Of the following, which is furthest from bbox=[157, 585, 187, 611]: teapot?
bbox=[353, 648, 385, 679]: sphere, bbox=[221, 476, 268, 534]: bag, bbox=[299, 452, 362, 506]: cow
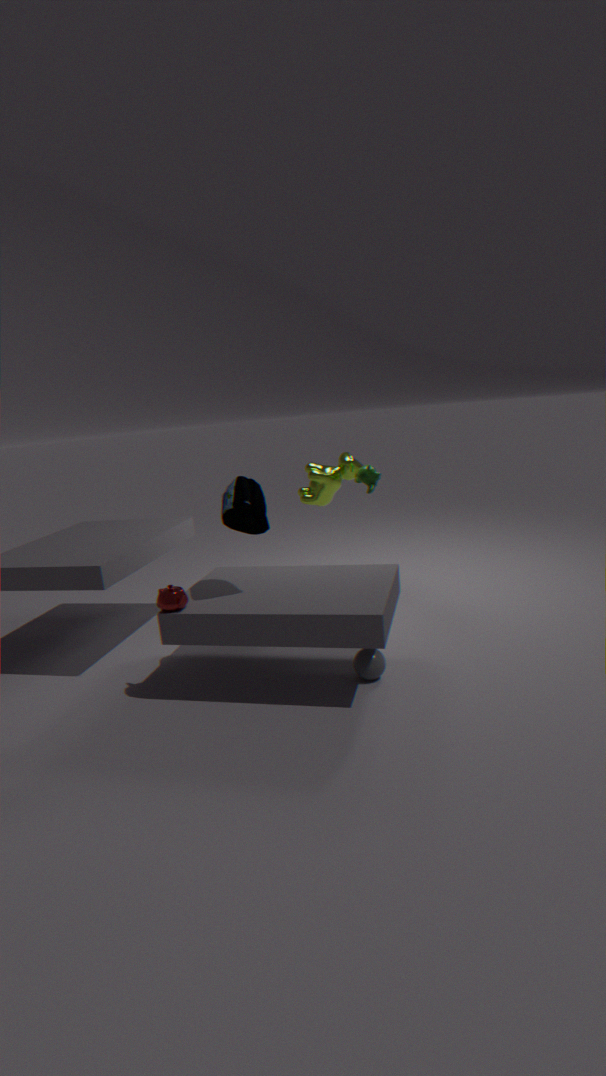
A: bbox=[299, 452, 362, 506]: cow
